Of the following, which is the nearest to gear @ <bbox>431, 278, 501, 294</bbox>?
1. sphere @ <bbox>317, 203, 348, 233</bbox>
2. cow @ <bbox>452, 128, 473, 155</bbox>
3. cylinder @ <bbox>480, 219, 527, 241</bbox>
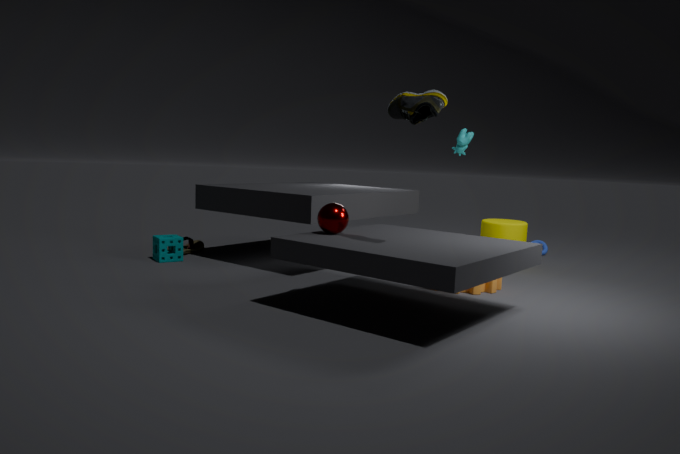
cylinder @ <bbox>480, 219, 527, 241</bbox>
